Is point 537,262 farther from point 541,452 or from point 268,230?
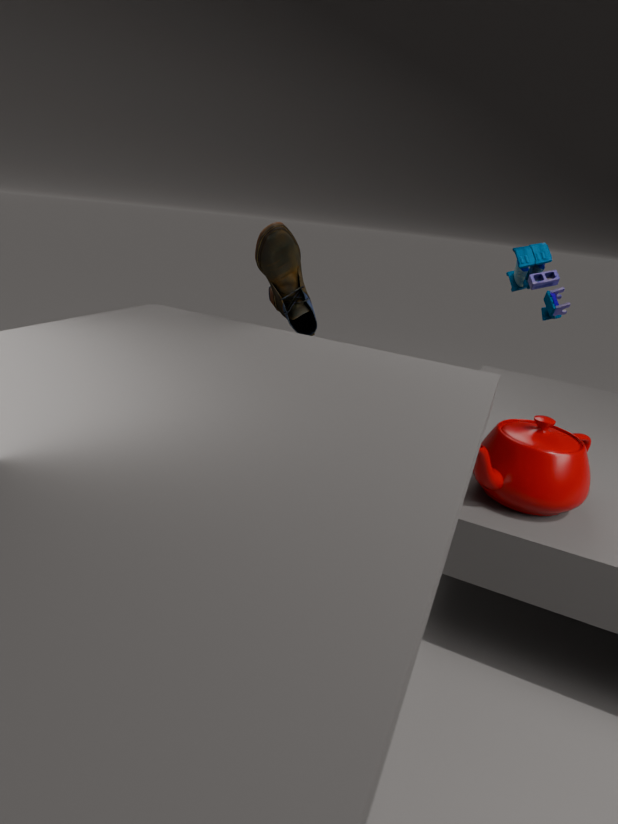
point 268,230
